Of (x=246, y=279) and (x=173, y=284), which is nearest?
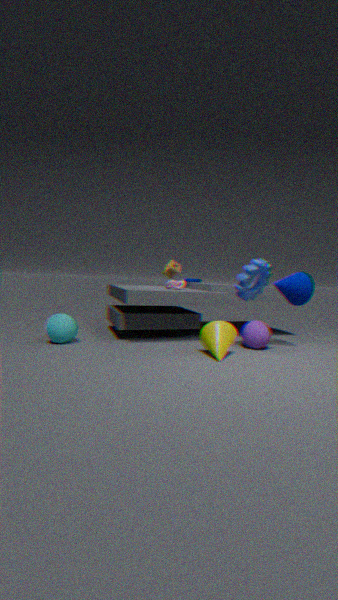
(x=246, y=279)
